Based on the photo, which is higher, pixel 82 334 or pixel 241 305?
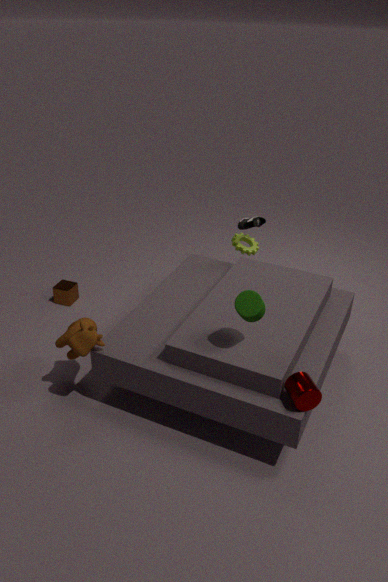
pixel 241 305
